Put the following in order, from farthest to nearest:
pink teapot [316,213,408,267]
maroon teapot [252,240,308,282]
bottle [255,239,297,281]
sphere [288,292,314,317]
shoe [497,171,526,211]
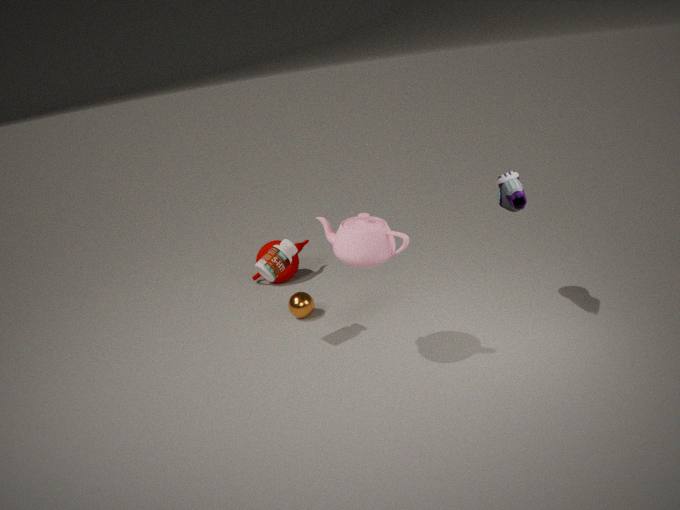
maroon teapot [252,240,308,282] → sphere [288,292,314,317] → bottle [255,239,297,281] → shoe [497,171,526,211] → pink teapot [316,213,408,267]
